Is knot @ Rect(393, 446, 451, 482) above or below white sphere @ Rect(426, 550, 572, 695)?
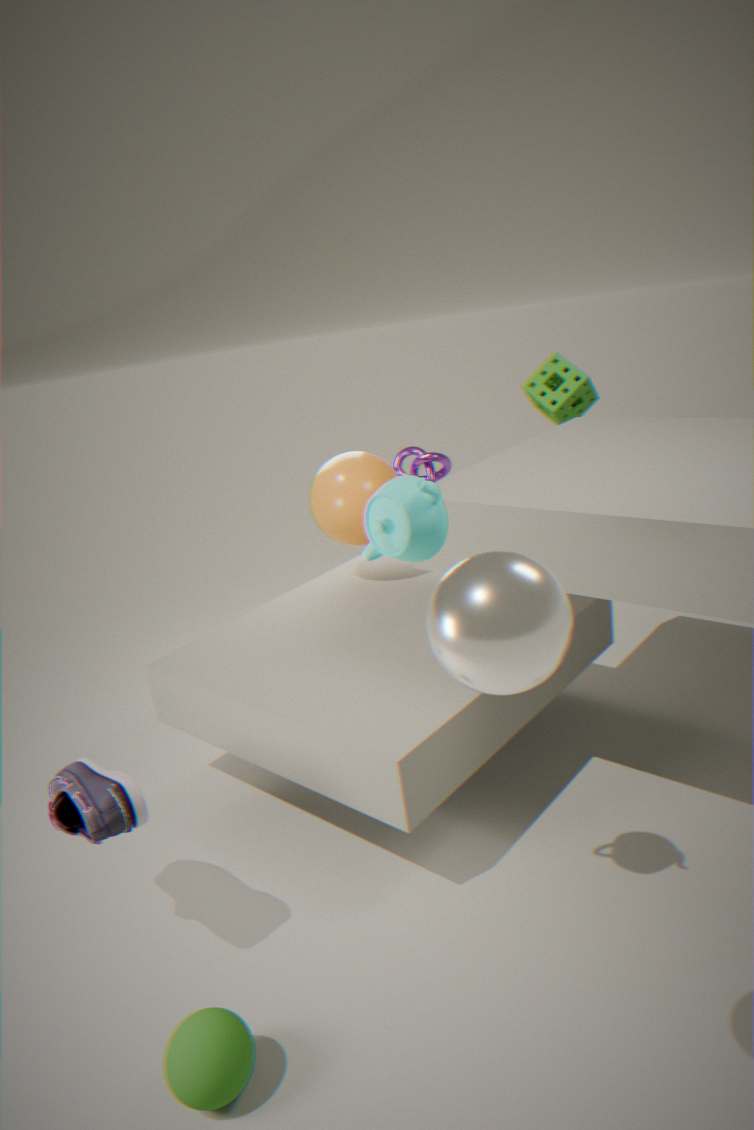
below
